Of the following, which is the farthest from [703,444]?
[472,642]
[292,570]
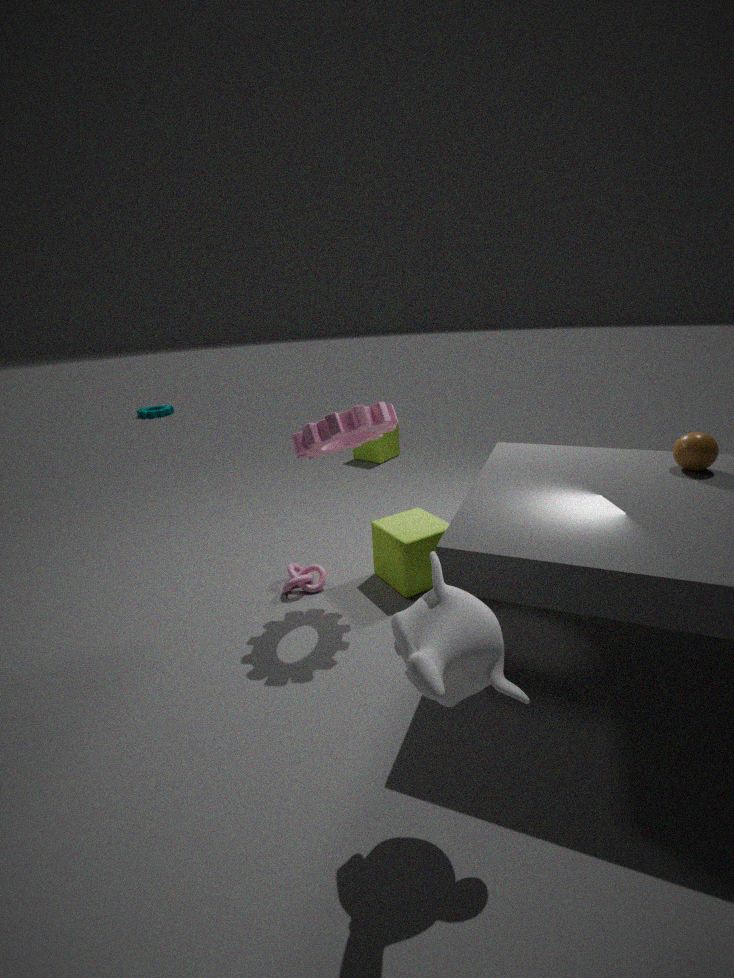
[292,570]
